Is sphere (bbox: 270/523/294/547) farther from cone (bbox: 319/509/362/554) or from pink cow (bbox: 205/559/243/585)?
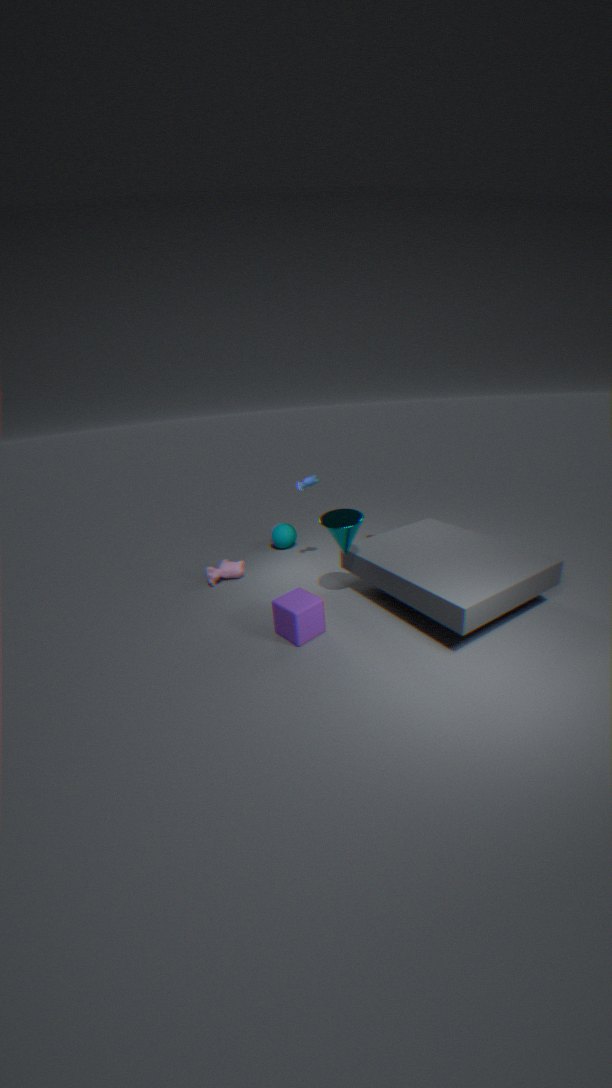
cone (bbox: 319/509/362/554)
